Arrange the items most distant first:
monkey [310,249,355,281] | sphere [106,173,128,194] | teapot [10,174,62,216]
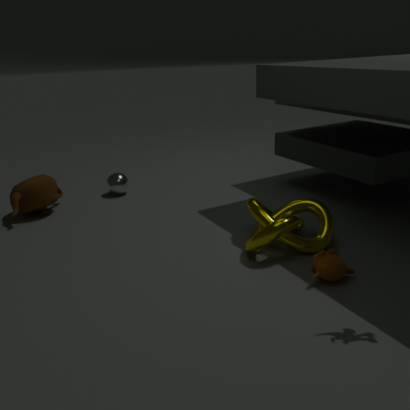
sphere [106,173,128,194] → teapot [10,174,62,216] → monkey [310,249,355,281]
